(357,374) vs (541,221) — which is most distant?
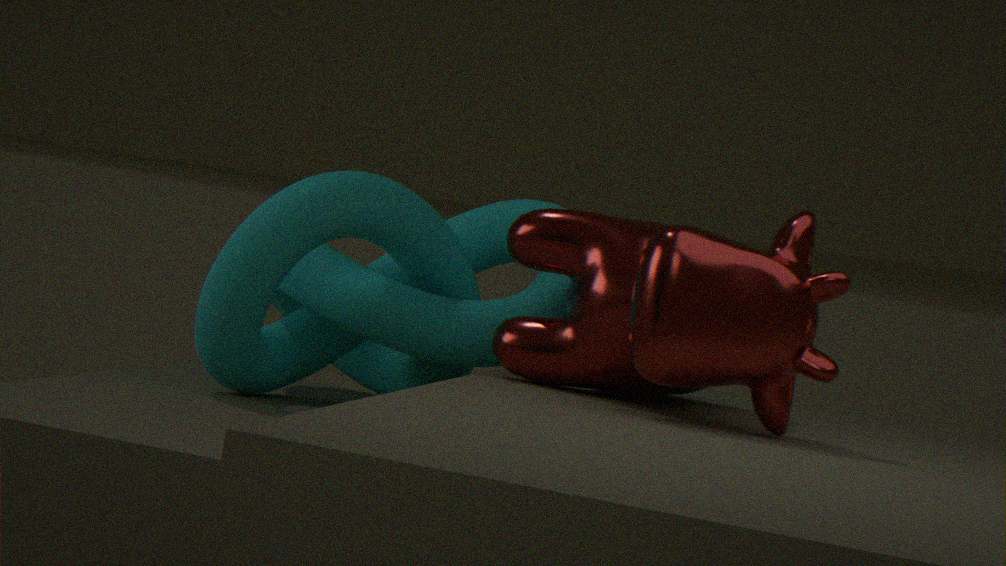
(357,374)
